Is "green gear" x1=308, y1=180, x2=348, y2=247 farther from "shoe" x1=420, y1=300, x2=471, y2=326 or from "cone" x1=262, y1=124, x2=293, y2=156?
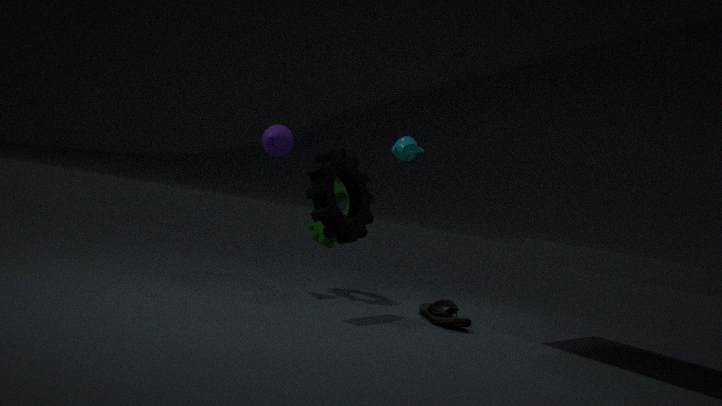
"shoe" x1=420, y1=300, x2=471, y2=326
